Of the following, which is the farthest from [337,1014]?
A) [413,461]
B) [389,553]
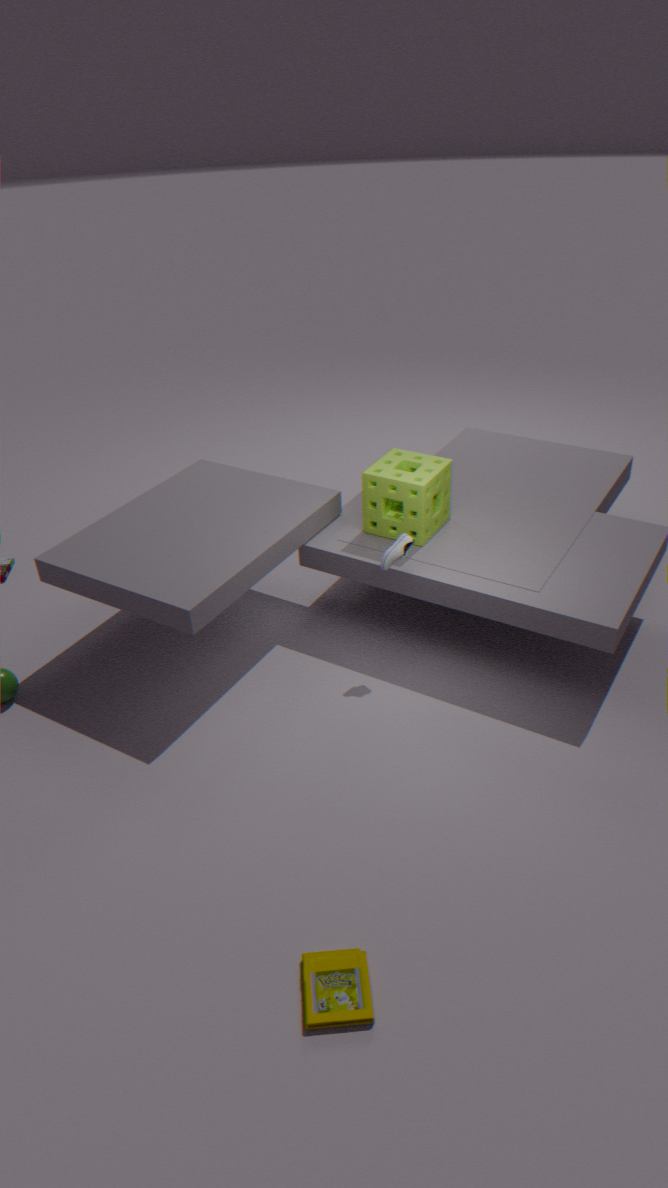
[413,461]
